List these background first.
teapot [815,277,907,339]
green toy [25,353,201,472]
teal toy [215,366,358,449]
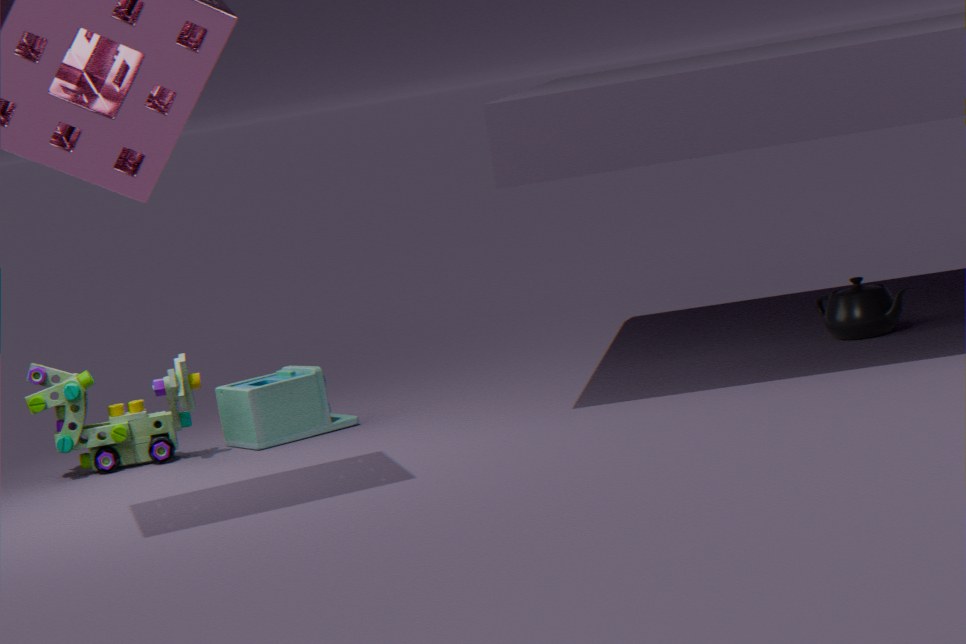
teapot [815,277,907,339] < teal toy [215,366,358,449] < green toy [25,353,201,472]
